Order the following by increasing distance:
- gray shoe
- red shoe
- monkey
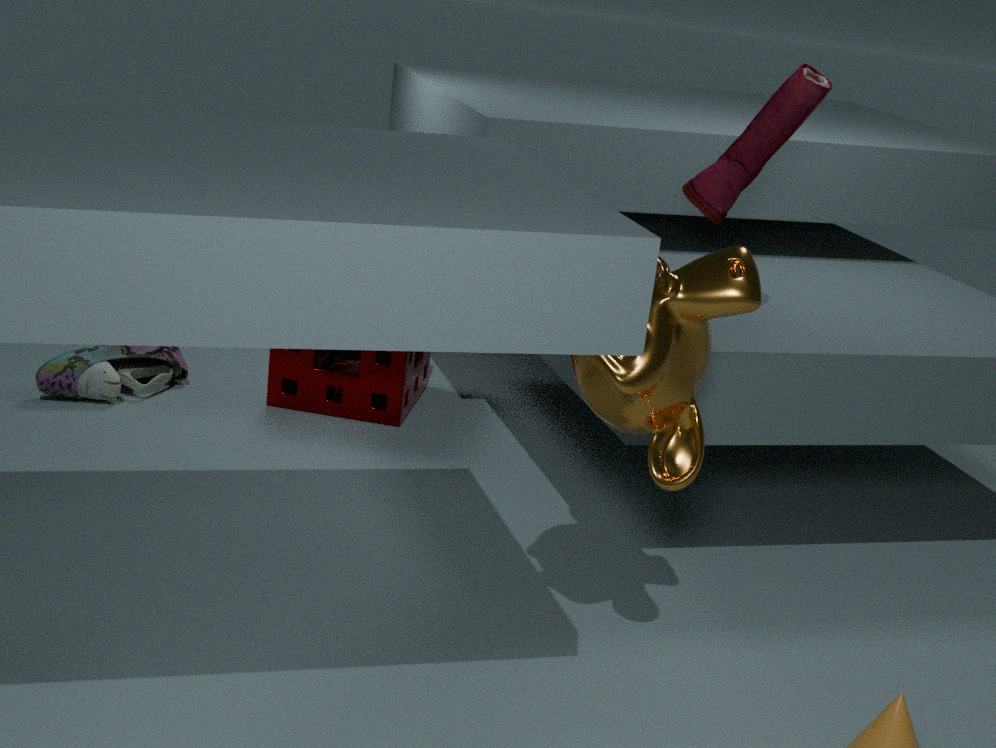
monkey < red shoe < gray shoe
